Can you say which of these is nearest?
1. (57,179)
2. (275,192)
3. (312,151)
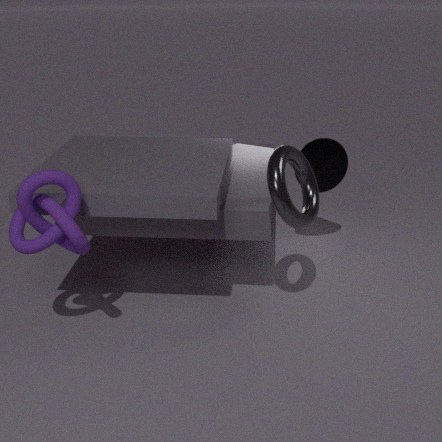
(57,179)
